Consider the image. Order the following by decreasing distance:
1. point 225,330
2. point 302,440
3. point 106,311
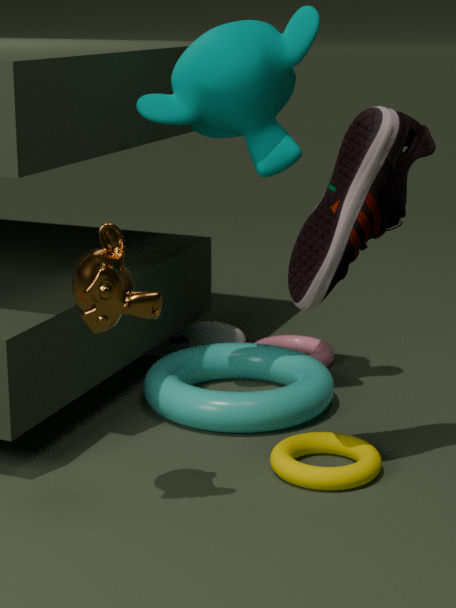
point 225,330
point 302,440
point 106,311
